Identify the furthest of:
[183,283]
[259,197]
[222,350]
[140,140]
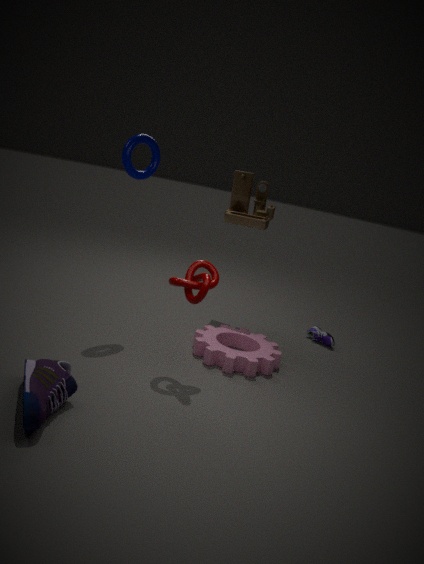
[259,197]
